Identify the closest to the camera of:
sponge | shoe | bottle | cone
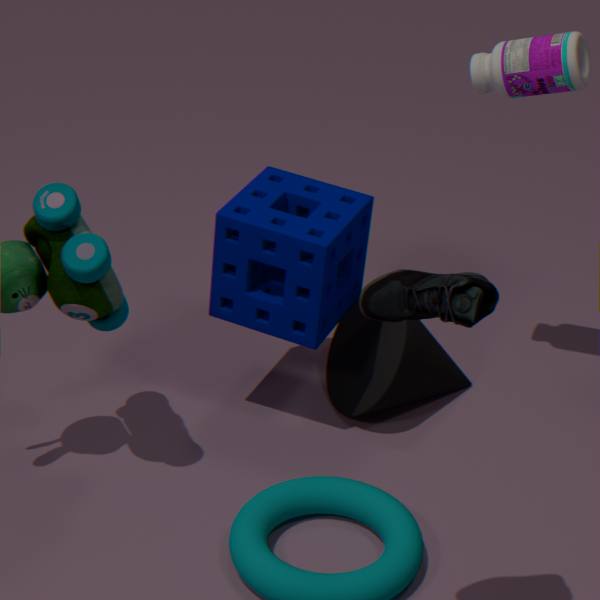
shoe
